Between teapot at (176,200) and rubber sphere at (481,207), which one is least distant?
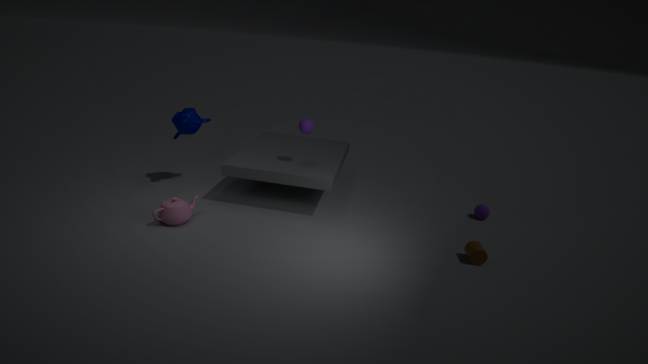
teapot at (176,200)
